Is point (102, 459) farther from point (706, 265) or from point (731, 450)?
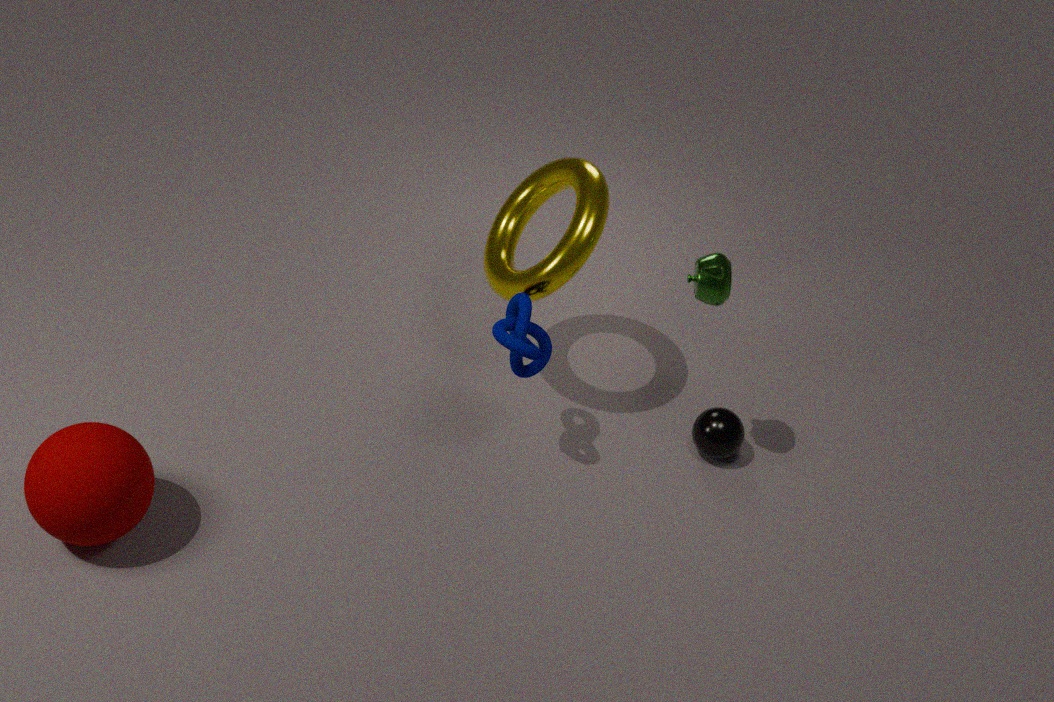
point (731, 450)
